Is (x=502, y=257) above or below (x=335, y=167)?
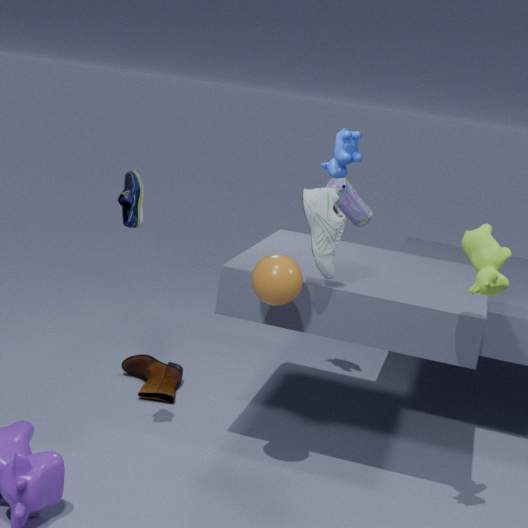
below
